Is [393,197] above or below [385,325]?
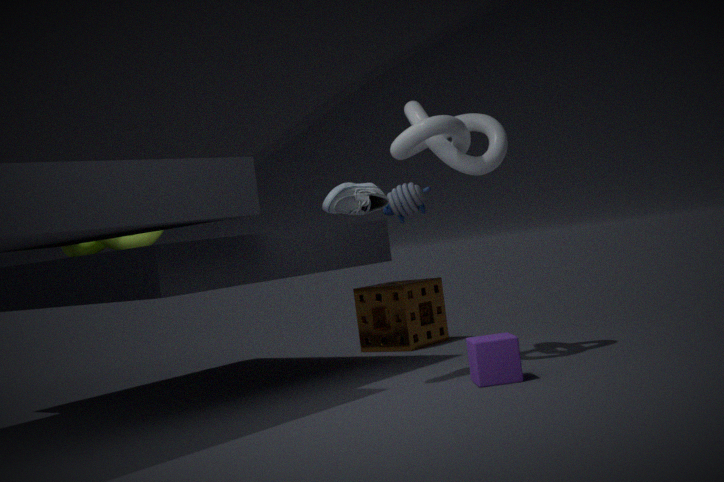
above
